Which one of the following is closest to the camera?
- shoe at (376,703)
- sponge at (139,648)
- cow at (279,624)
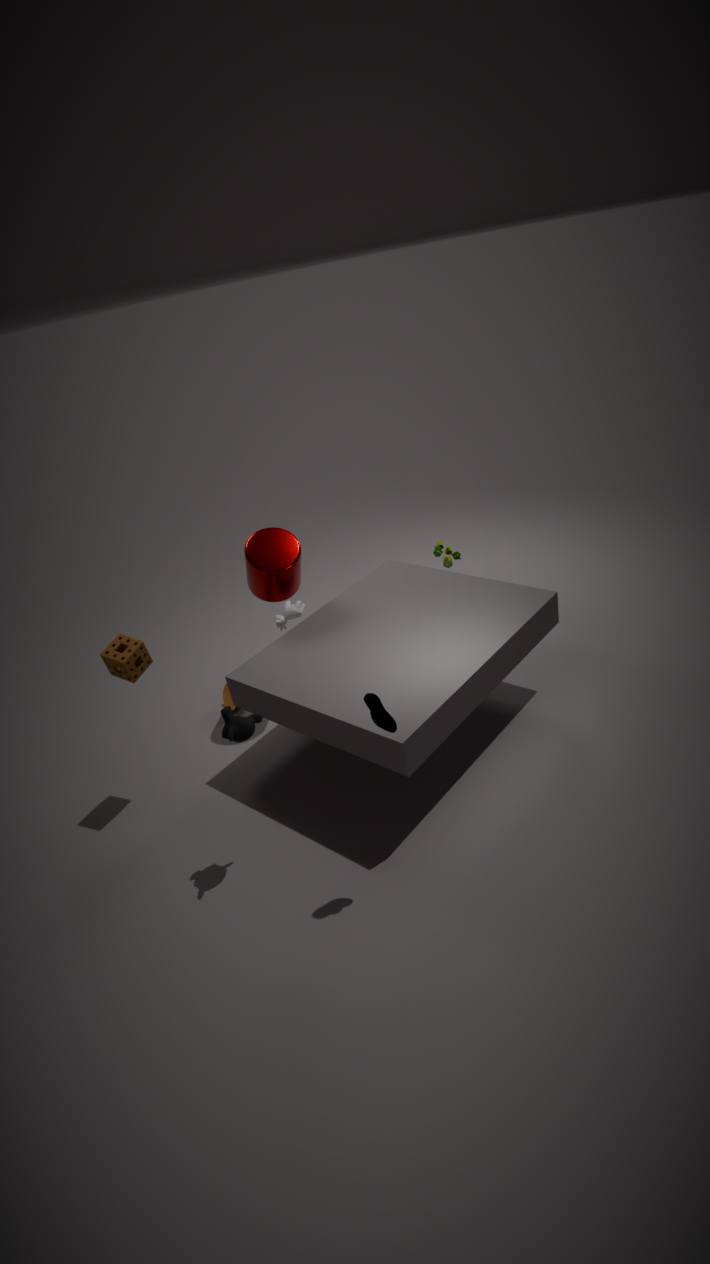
shoe at (376,703)
